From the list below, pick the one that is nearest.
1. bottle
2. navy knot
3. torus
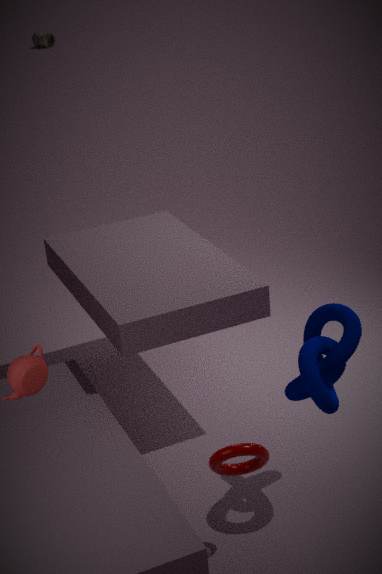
torus
